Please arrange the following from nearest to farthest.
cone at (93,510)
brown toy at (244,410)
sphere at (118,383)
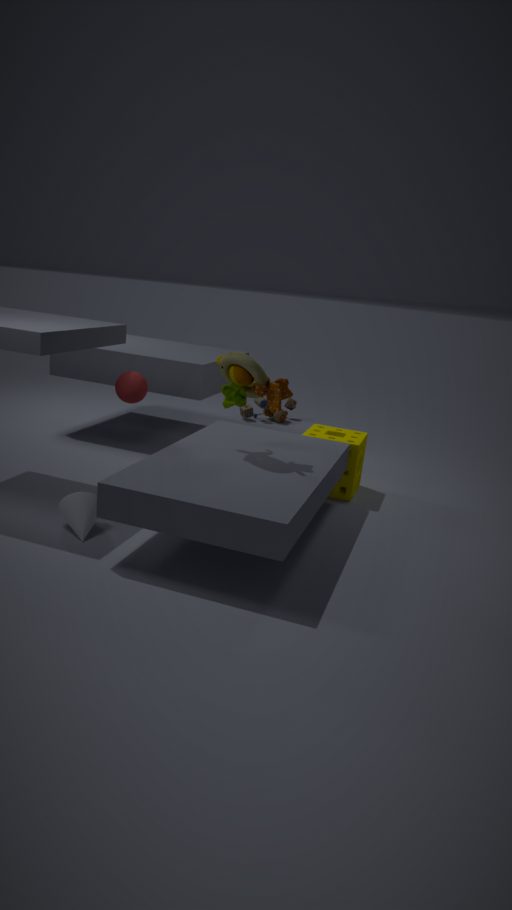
cone at (93,510), sphere at (118,383), brown toy at (244,410)
